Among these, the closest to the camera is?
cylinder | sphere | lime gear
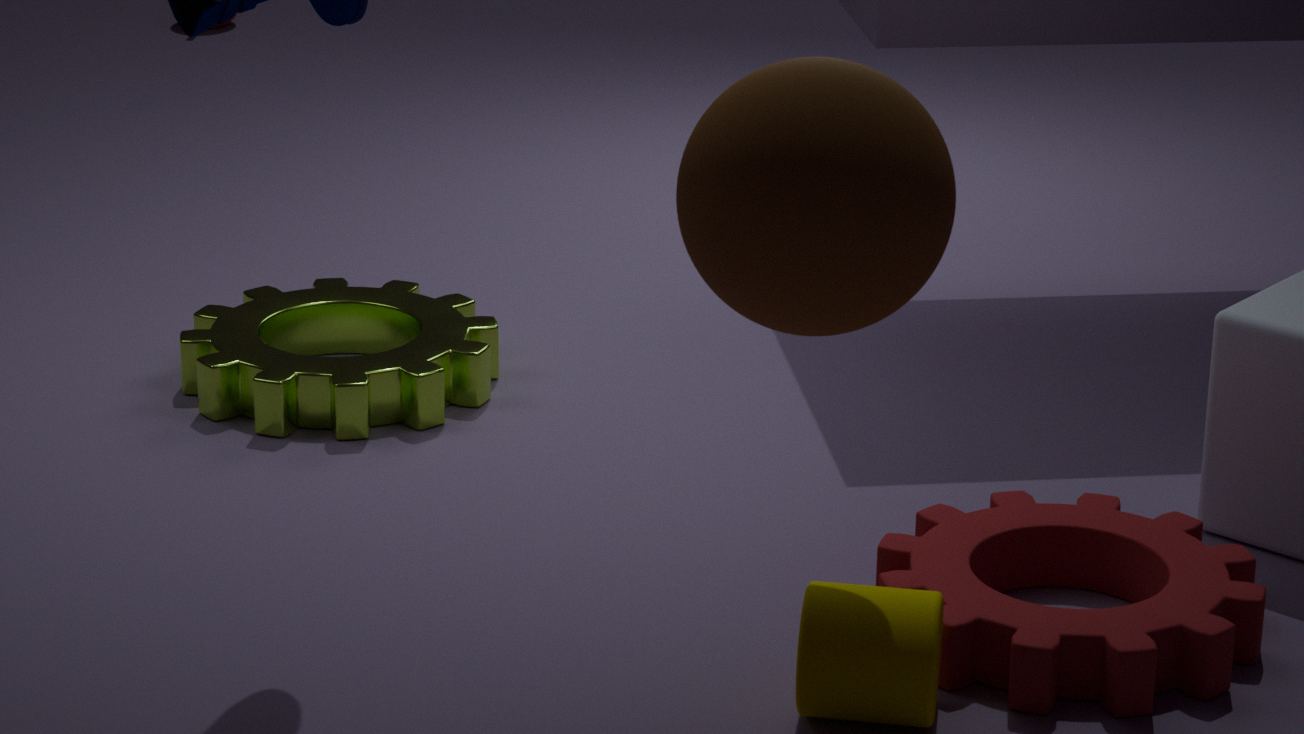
sphere
